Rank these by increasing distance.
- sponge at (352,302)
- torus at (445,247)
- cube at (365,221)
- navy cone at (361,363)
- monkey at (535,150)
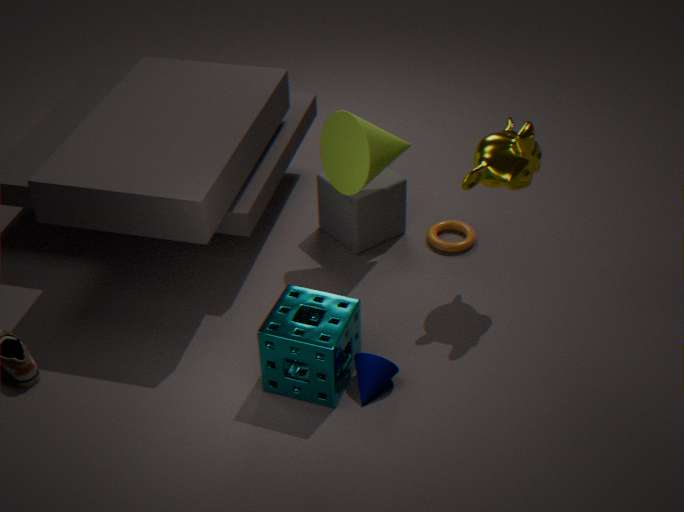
sponge at (352,302) < navy cone at (361,363) < monkey at (535,150) < cube at (365,221) < torus at (445,247)
